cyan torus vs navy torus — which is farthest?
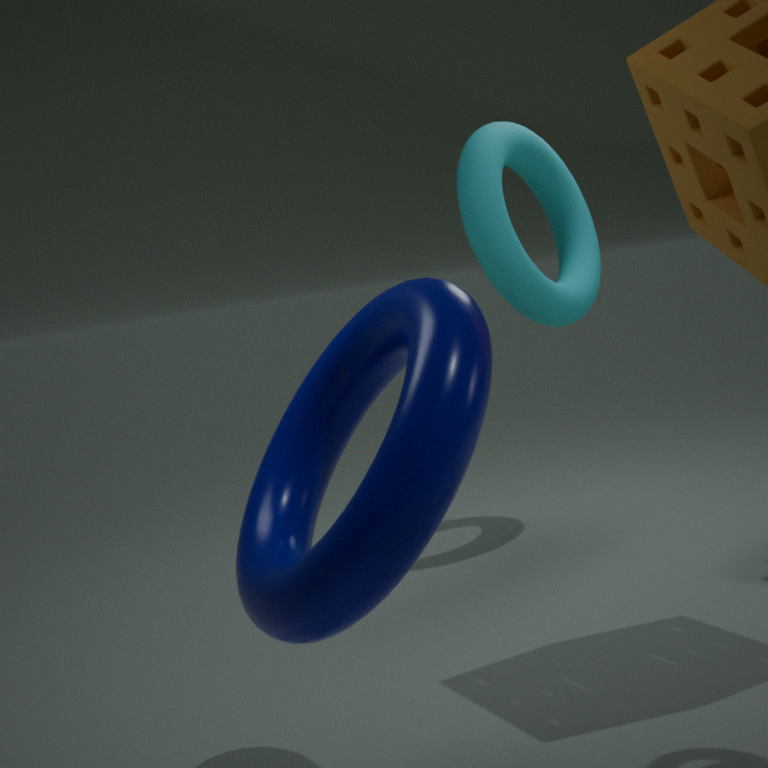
cyan torus
